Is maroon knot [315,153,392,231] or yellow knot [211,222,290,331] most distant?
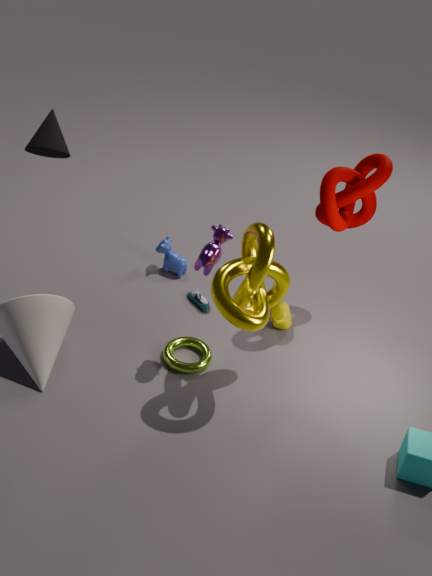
maroon knot [315,153,392,231]
